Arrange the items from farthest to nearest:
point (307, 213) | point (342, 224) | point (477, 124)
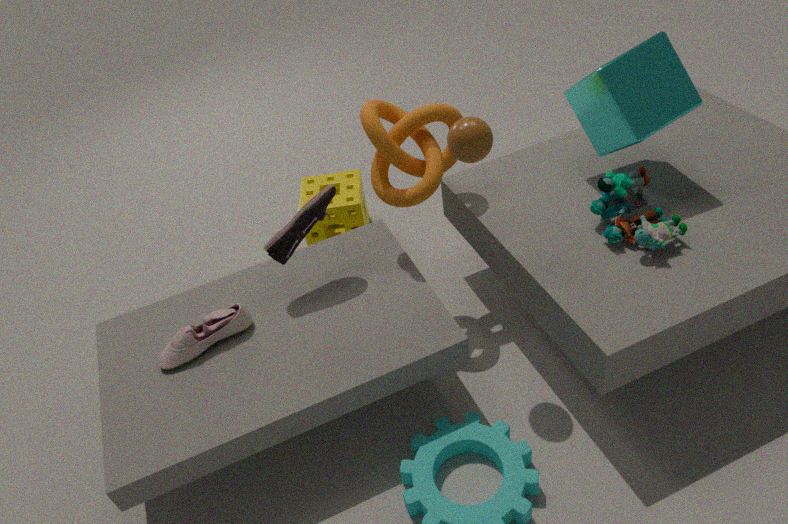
point (342, 224), point (307, 213), point (477, 124)
